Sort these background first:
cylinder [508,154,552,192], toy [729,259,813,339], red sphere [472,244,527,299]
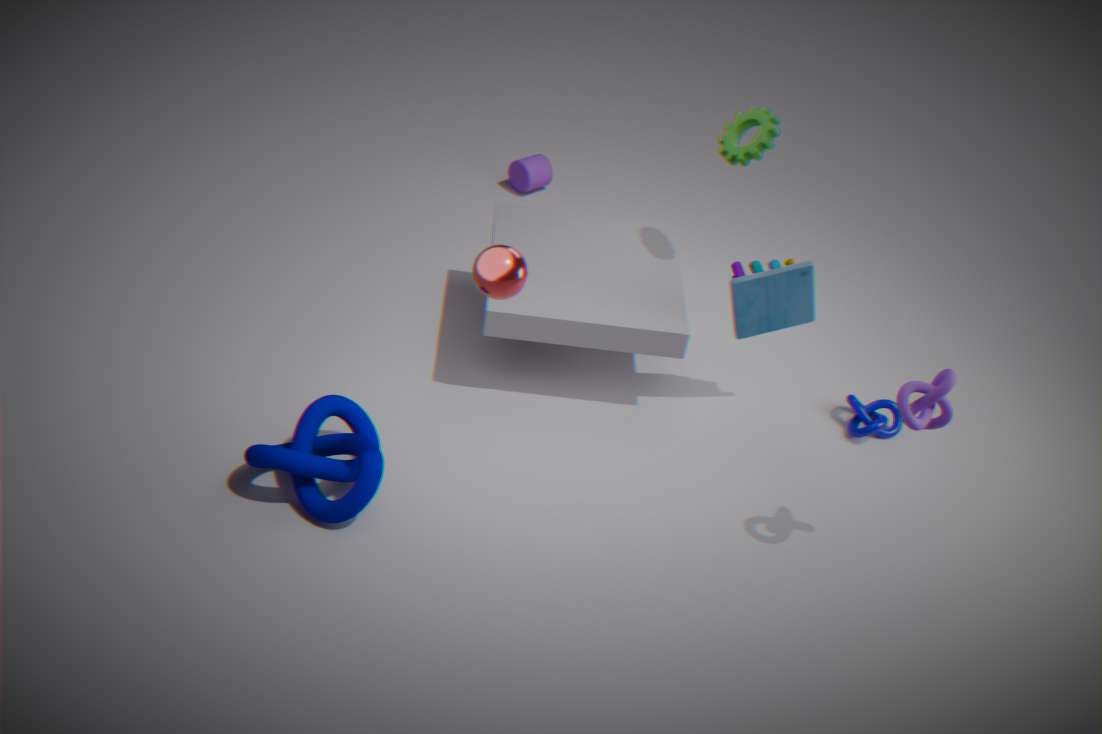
1. cylinder [508,154,552,192]
2. toy [729,259,813,339]
3. red sphere [472,244,527,299]
